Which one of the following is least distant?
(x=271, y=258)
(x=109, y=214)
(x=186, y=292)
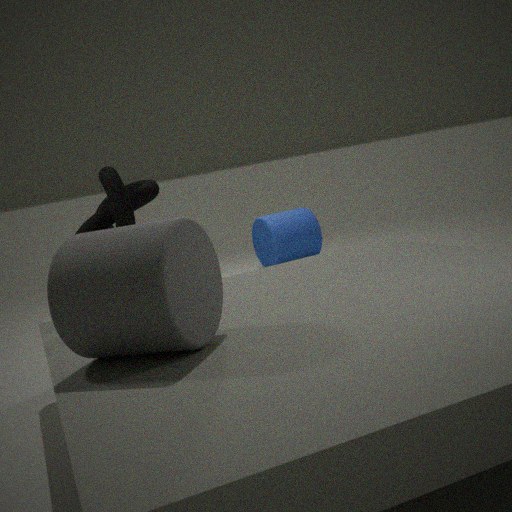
(x=186, y=292)
